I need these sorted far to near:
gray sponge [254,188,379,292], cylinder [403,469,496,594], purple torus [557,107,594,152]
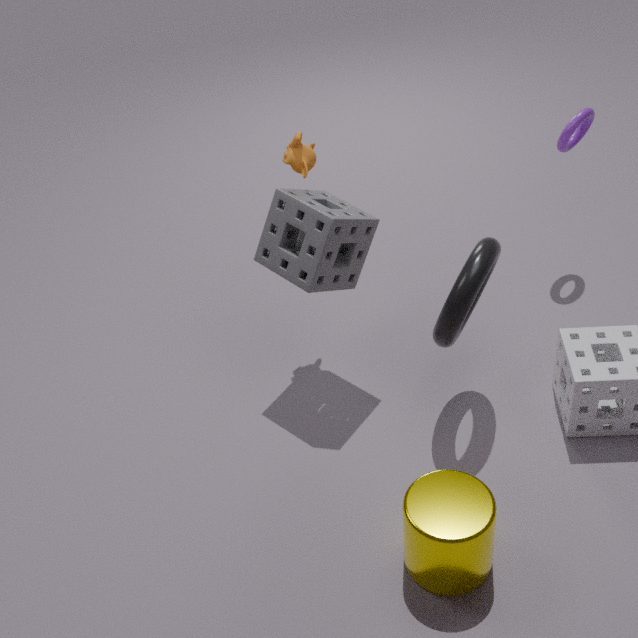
purple torus [557,107,594,152] < gray sponge [254,188,379,292] < cylinder [403,469,496,594]
